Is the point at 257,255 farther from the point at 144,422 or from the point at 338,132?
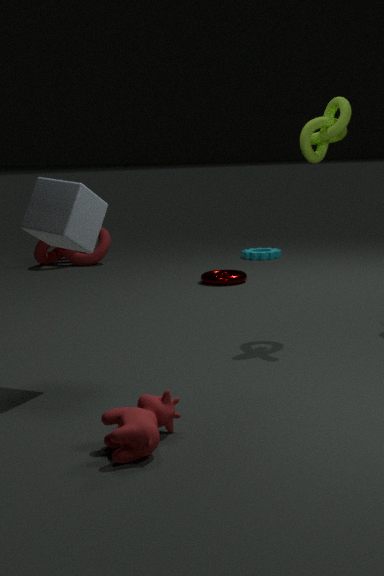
the point at 144,422
